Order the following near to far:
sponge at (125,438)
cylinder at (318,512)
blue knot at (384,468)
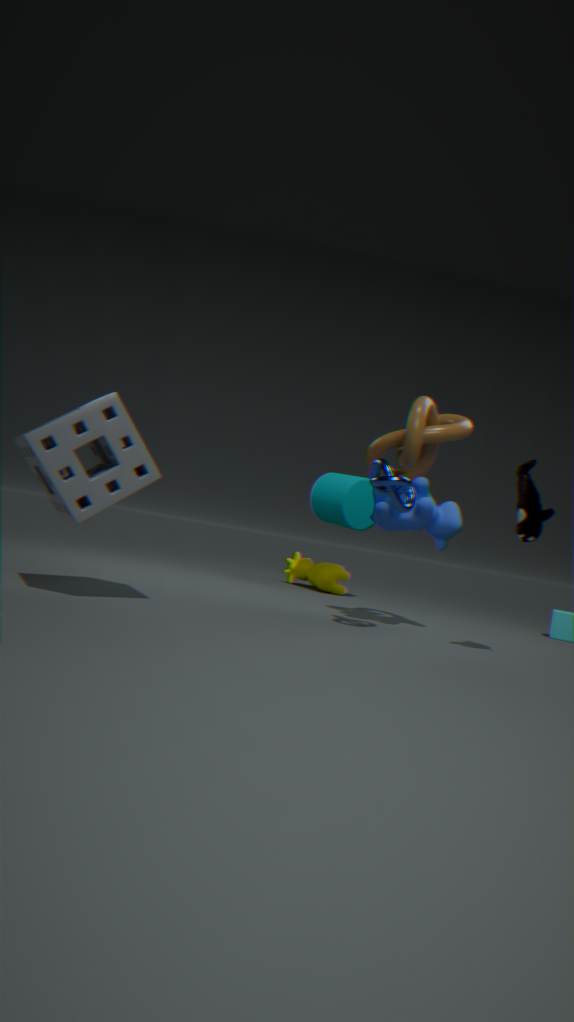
sponge at (125,438) < blue knot at (384,468) < cylinder at (318,512)
